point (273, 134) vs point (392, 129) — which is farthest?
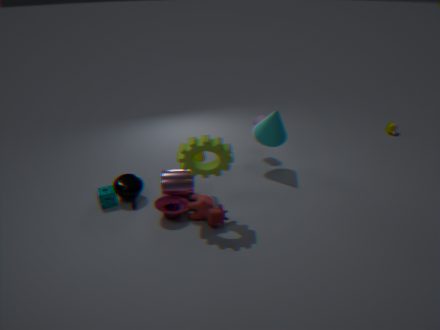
point (392, 129)
